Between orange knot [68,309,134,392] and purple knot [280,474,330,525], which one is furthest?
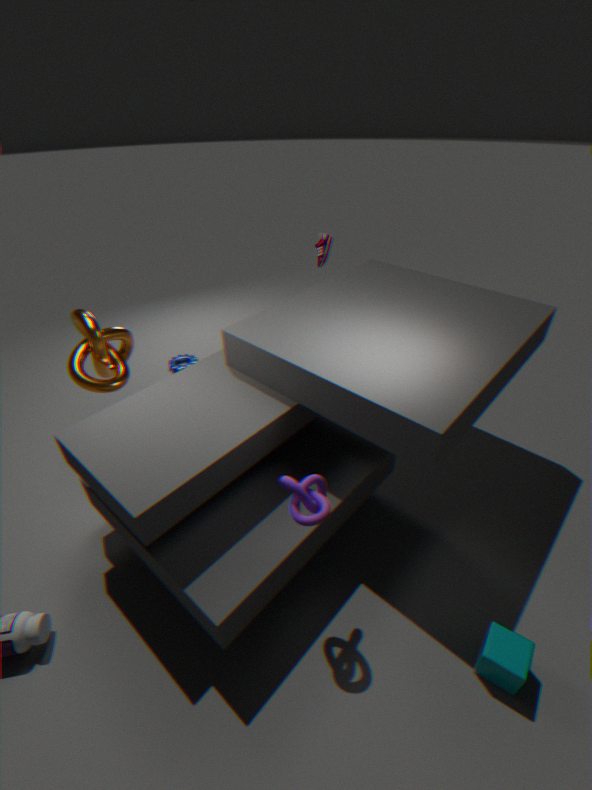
orange knot [68,309,134,392]
